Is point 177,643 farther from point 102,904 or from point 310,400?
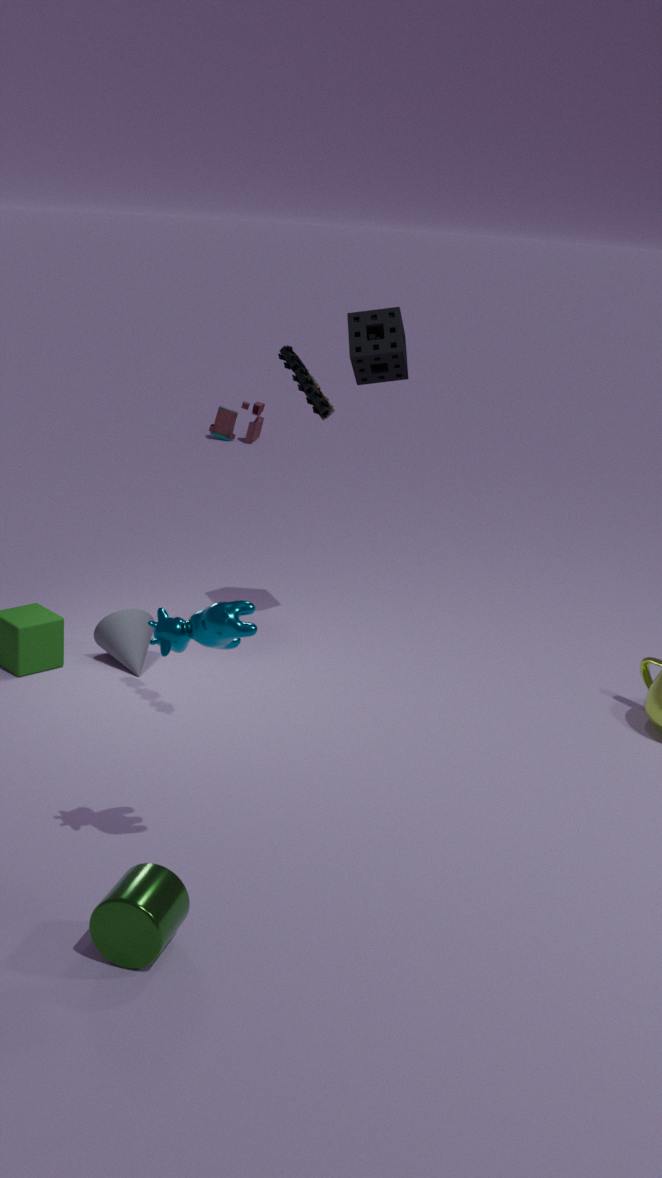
point 310,400
